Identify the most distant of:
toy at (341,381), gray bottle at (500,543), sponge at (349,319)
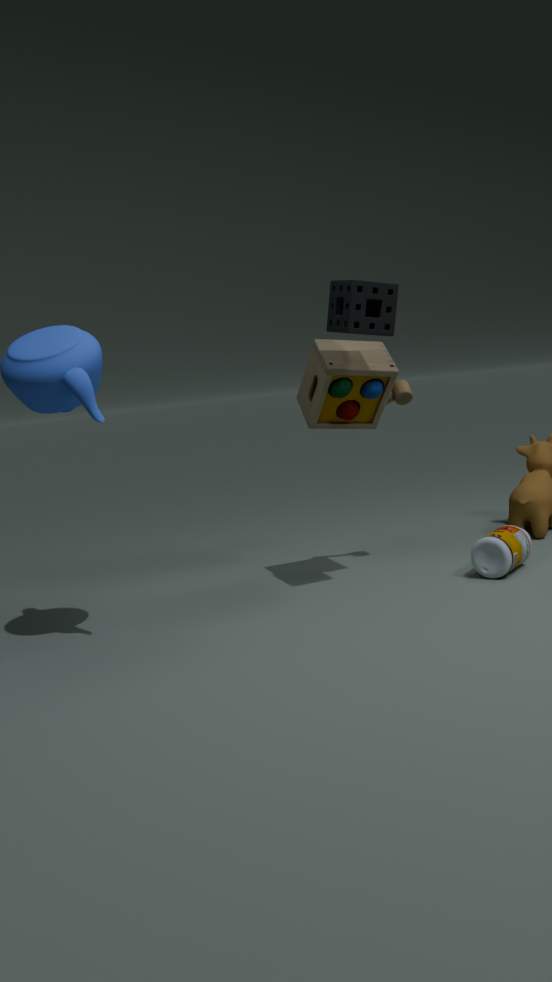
gray bottle at (500,543)
